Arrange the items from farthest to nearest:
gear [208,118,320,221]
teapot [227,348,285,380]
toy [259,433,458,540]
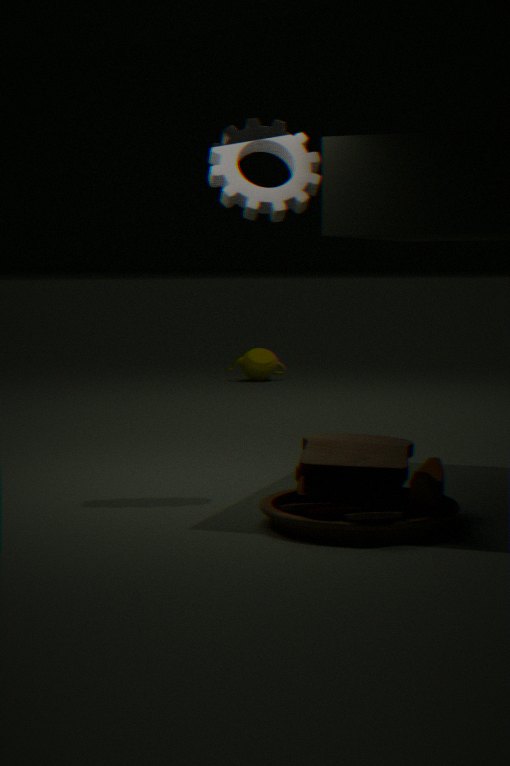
teapot [227,348,285,380]
gear [208,118,320,221]
toy [259,433,458,540]
